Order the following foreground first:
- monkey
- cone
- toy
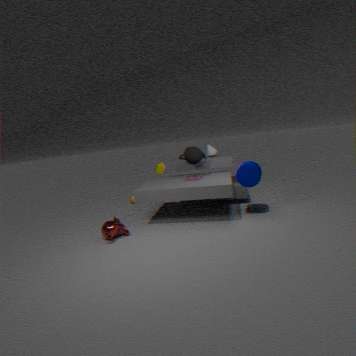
monkey, toy, cone
